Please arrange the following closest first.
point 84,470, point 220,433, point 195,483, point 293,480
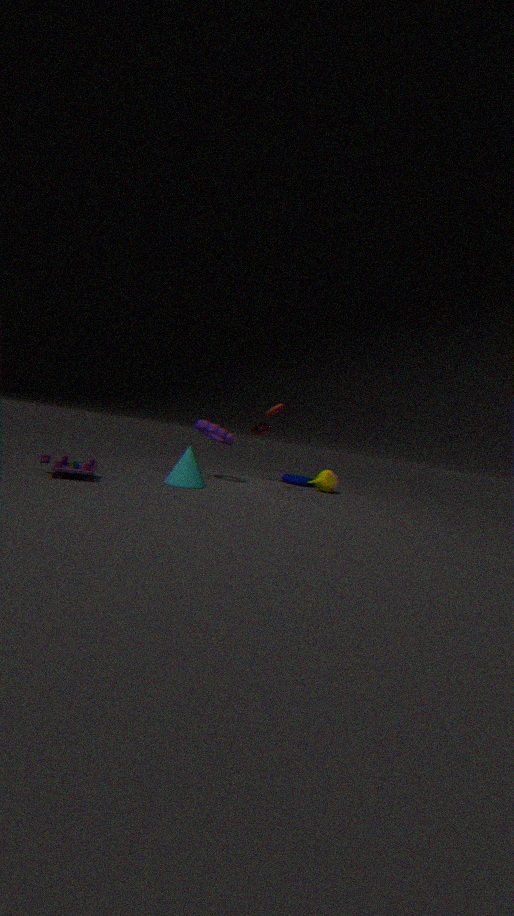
point 84,470, point 195,483, point 220,433, point 293,480
